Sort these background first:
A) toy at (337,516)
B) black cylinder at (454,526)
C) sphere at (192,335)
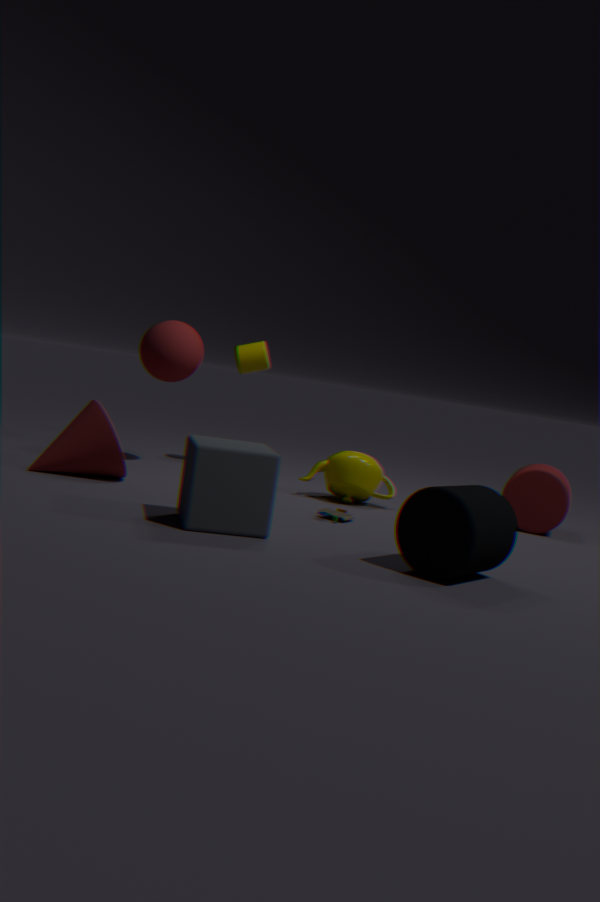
sphere at (192,335)
toy at (337,516)
black cylinder at (454,526)
